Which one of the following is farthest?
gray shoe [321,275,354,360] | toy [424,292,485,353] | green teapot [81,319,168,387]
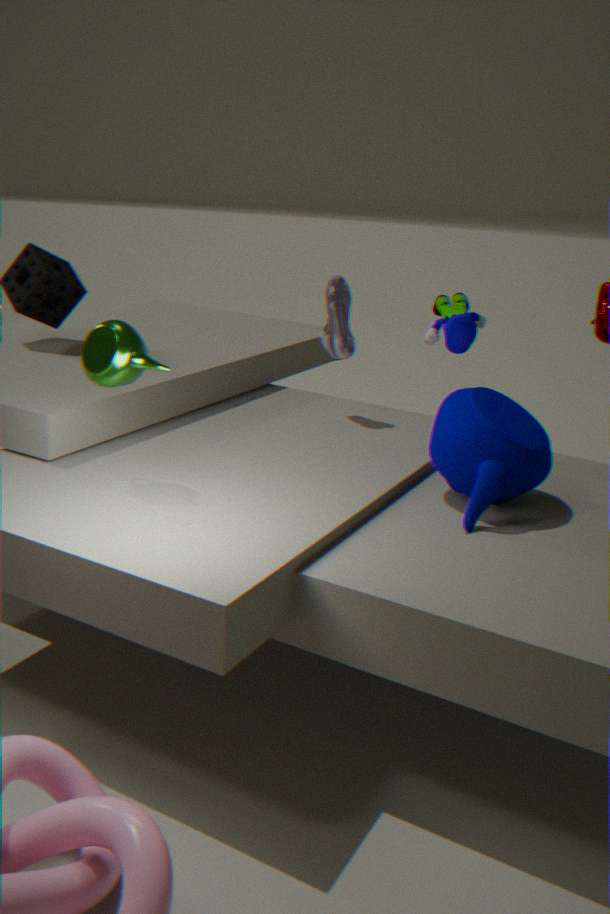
gray shoe [321,275,354,360]
